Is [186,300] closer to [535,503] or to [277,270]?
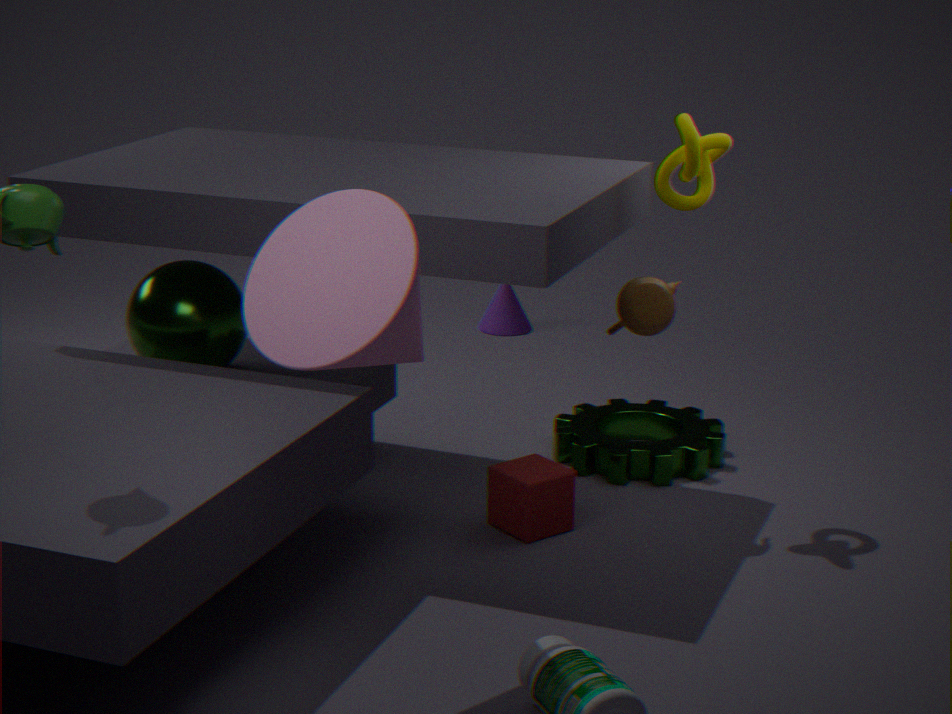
[535,503]
